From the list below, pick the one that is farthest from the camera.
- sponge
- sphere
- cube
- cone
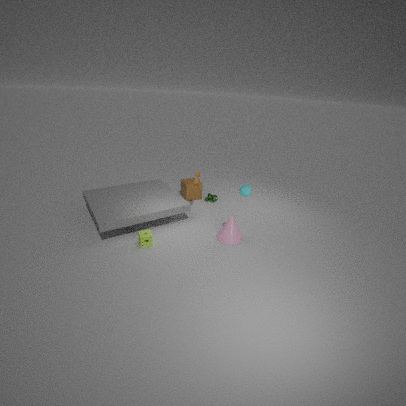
cube
